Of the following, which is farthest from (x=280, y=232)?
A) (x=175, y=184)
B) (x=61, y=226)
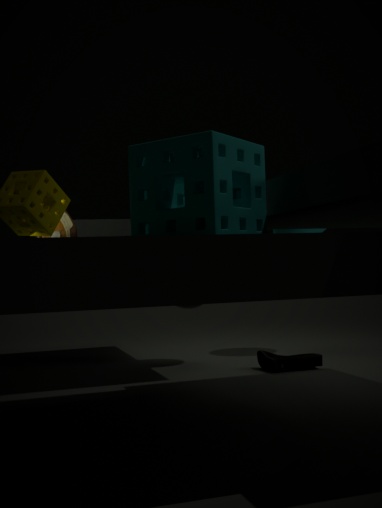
(x=175, y=184)
